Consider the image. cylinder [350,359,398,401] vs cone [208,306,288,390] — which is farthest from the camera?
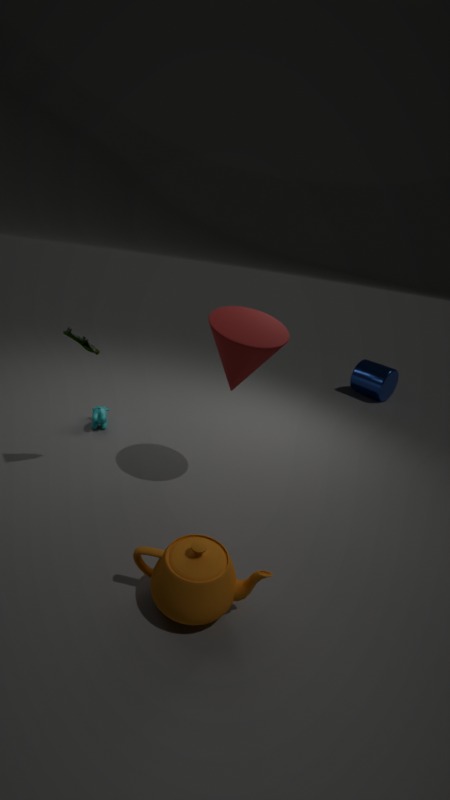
cylinder [350,359,398,401]
